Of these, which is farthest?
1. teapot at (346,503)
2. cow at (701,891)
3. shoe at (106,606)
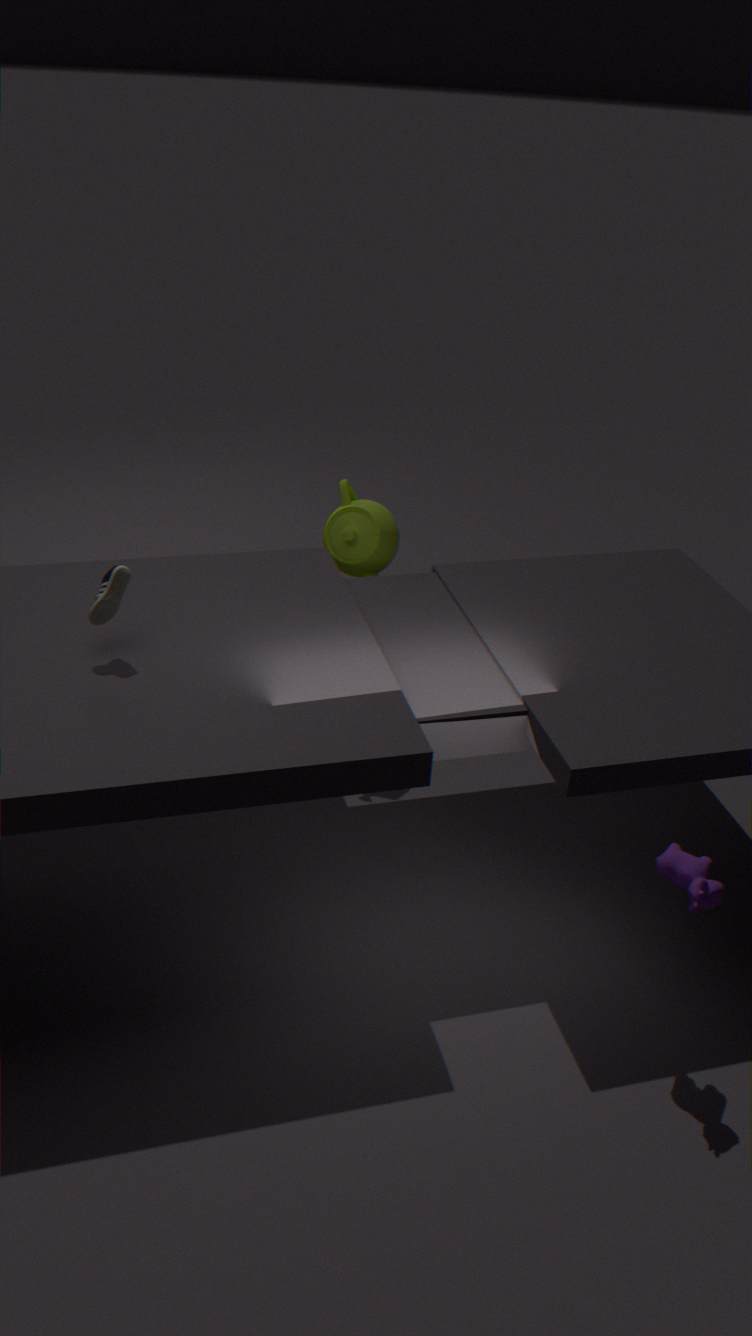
teapot at (346,503)
